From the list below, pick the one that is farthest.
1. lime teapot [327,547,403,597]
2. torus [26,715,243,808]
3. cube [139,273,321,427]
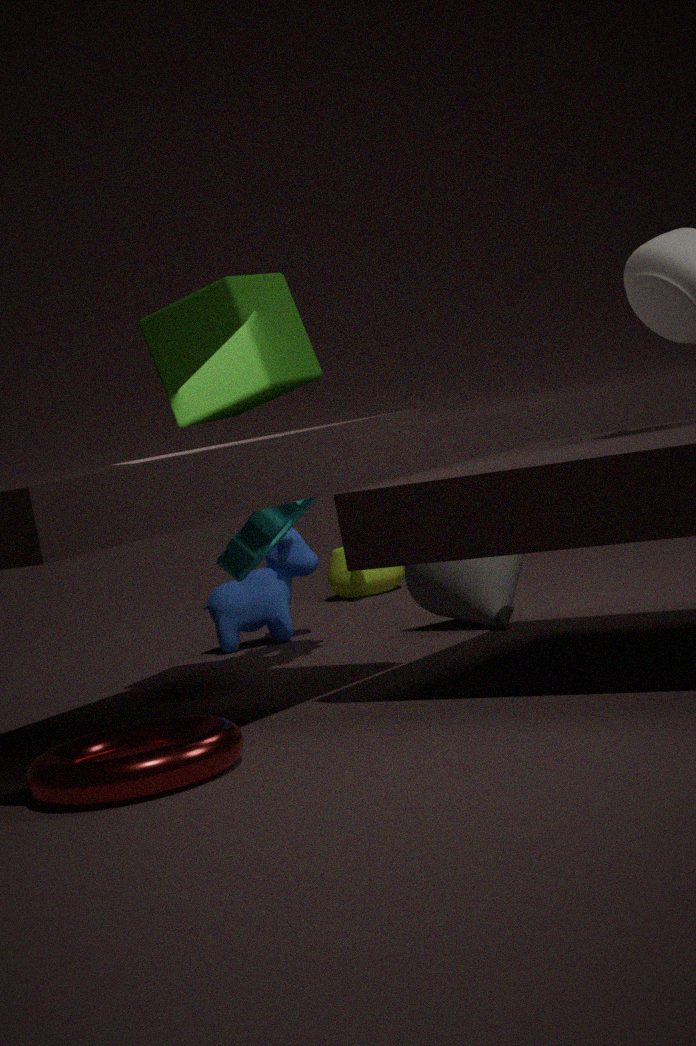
lime teapot [327,547,403,597]
